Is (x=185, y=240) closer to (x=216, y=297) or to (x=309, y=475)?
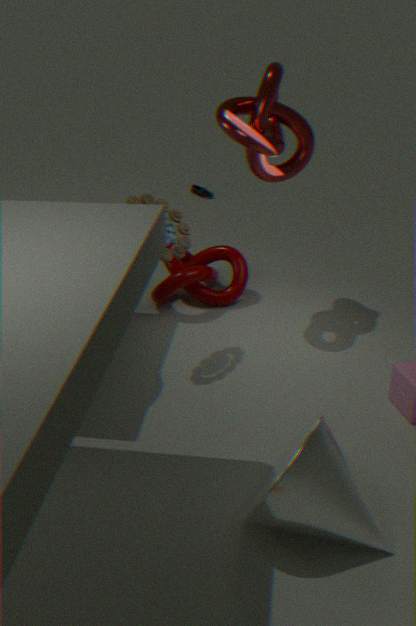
(x=216, y=297)
